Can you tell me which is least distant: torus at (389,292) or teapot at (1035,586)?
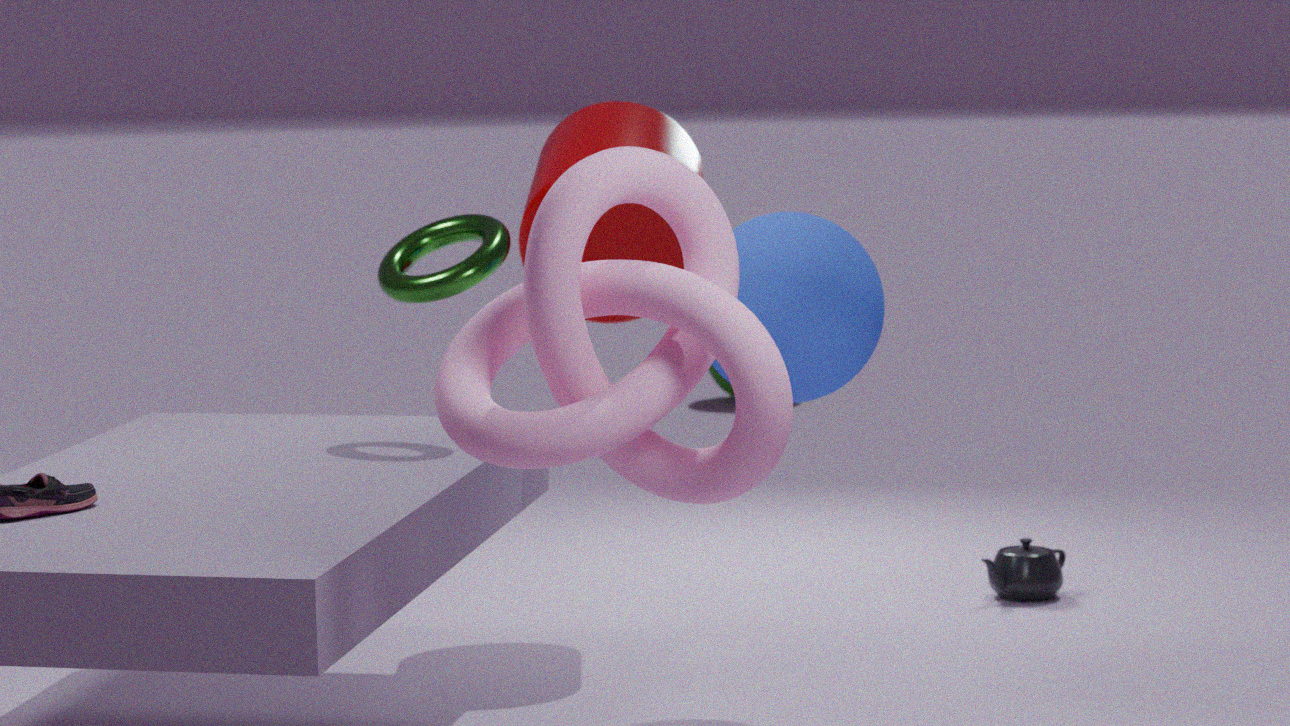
torus at (389,292)
